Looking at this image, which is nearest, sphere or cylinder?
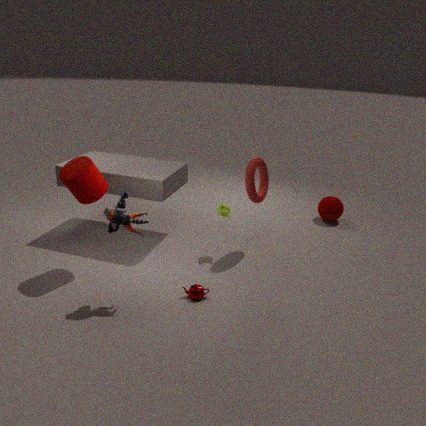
cylinder
